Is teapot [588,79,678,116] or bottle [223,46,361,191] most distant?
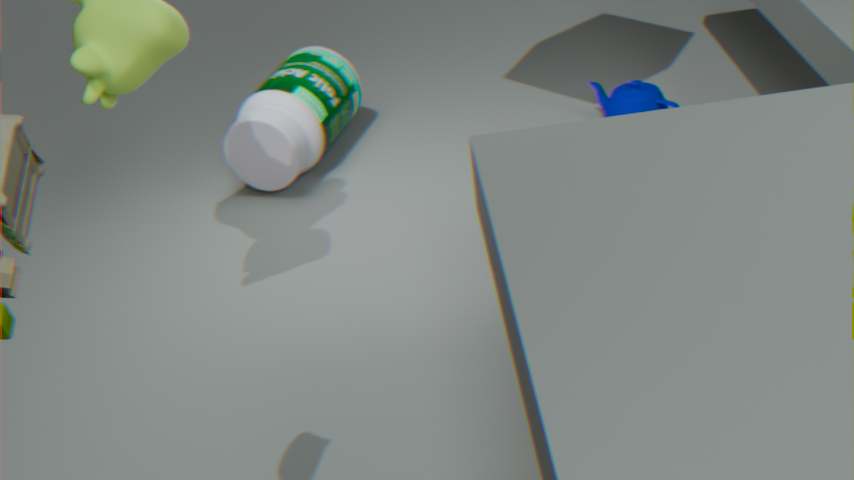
teapot [588,79,678,116]
